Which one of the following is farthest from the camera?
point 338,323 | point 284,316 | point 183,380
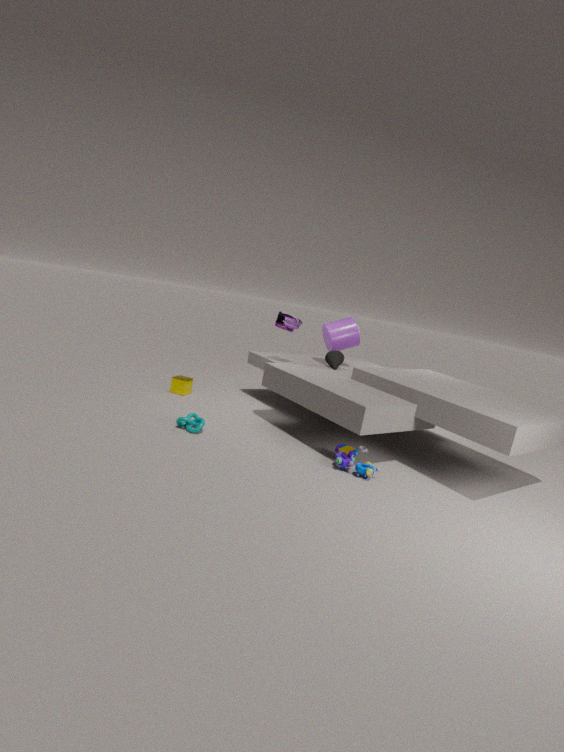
point 338,323
